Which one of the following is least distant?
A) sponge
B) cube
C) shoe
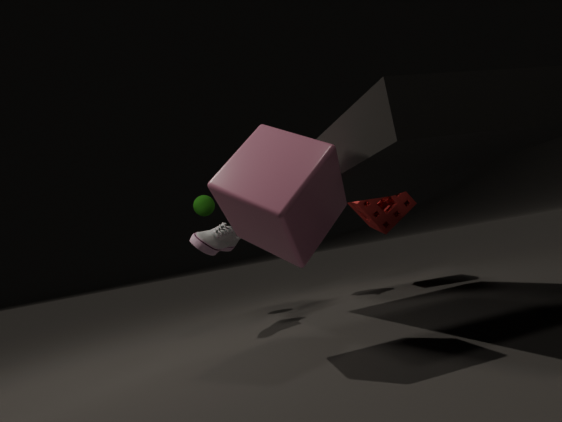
cube
